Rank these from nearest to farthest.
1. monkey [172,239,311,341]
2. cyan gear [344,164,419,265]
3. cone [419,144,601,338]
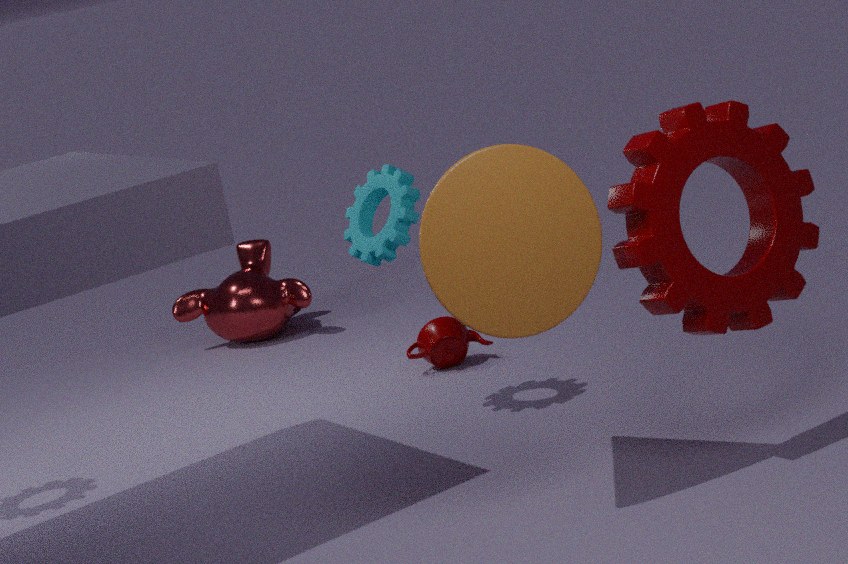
cone [419,144,601,338] → cyan gear [344,164,419,265] → monkey [172,239,311,341]
